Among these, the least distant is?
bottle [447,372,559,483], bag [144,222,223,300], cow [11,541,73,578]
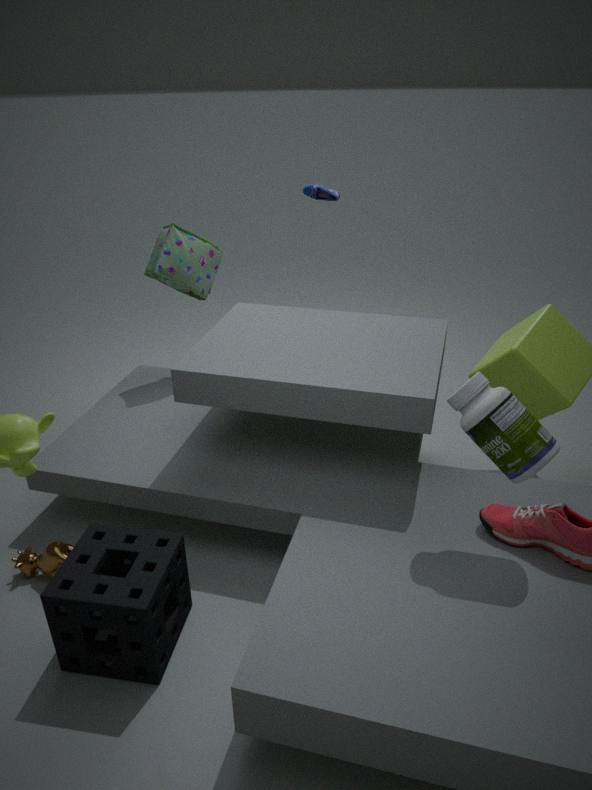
bottle [447,372,559,483]
